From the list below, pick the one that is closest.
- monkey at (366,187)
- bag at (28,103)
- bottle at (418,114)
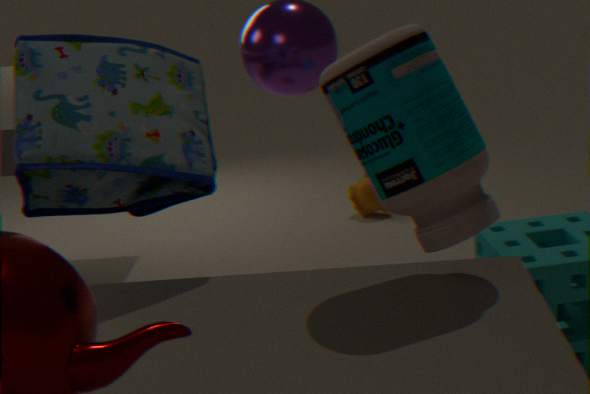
bottle at (418,114)
